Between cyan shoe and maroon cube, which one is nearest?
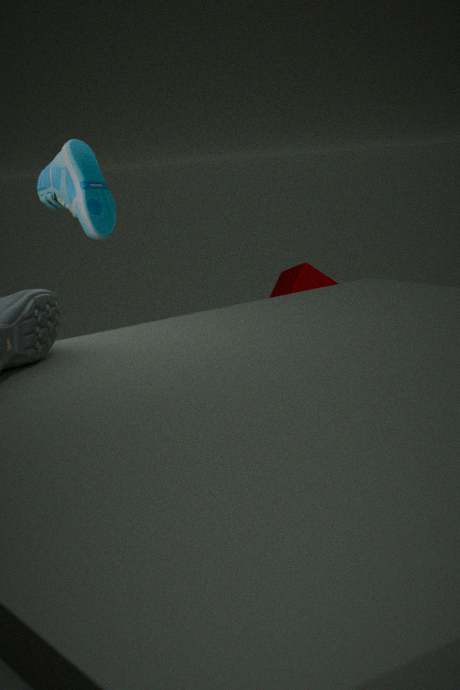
cyan shoe
